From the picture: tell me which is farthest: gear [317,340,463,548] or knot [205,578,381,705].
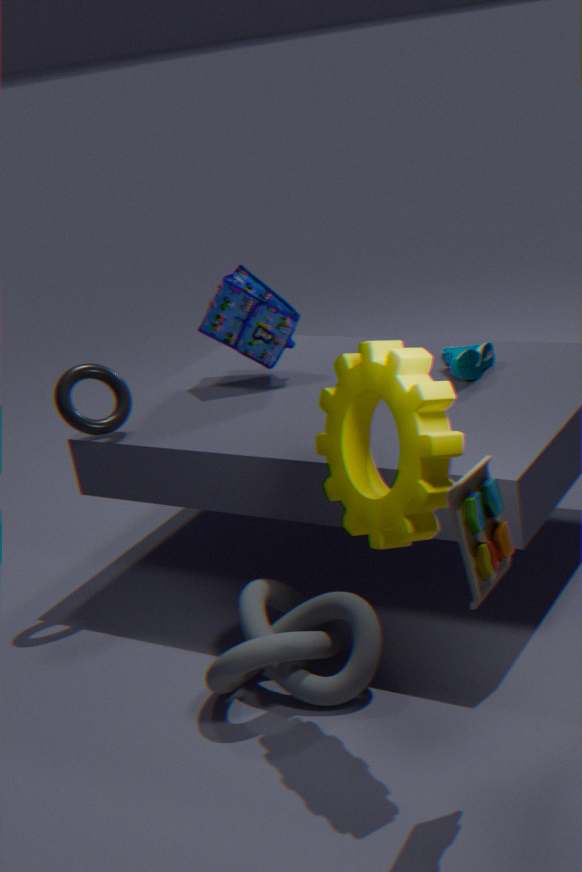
knot [205,578,381,705]
